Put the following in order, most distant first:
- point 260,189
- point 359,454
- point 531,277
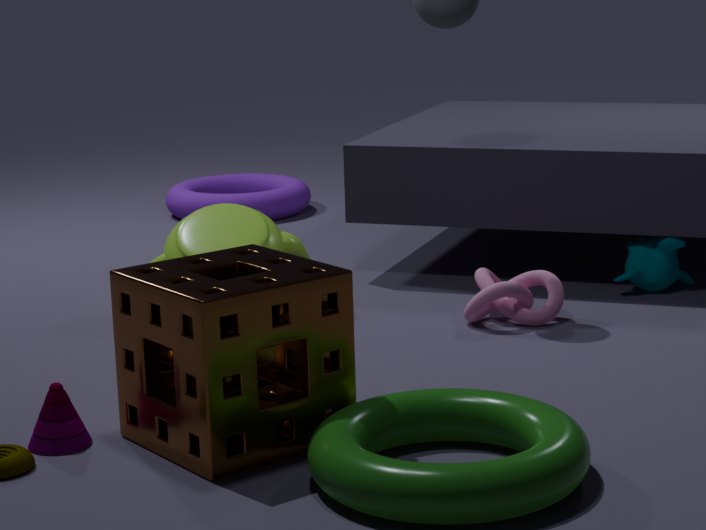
point 260,189
point 531,277
point 359,454
